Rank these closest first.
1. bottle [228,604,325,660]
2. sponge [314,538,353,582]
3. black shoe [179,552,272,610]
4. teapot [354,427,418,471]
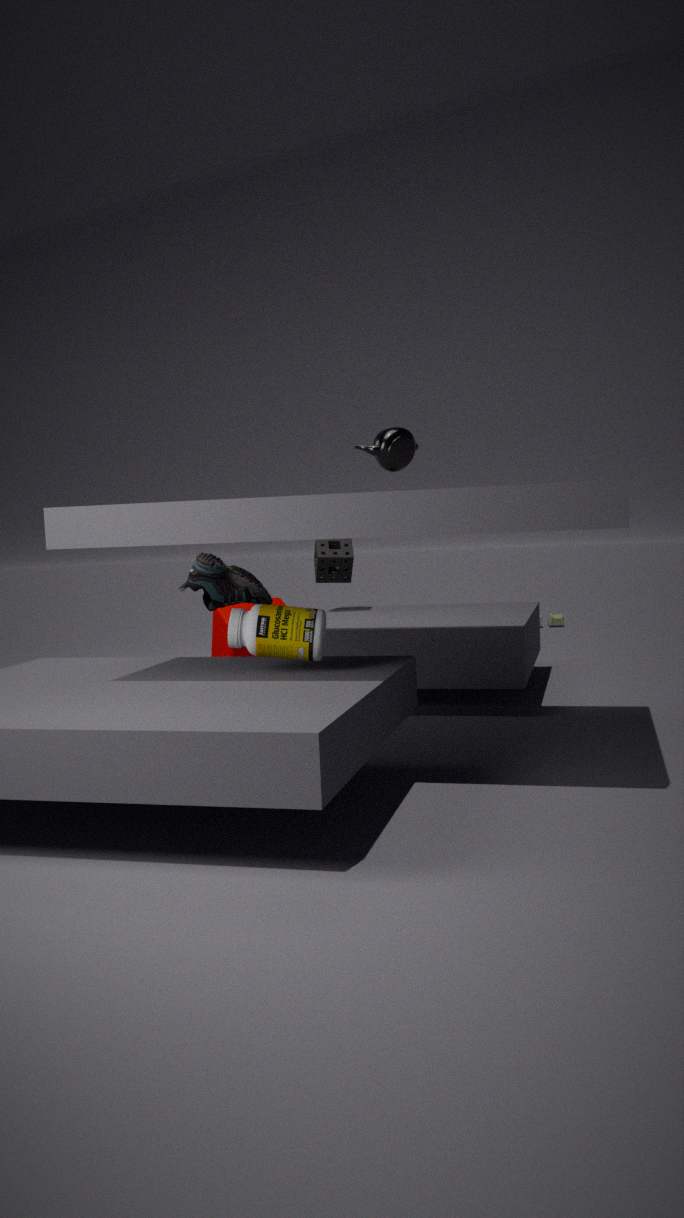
bottle [228,604,325,660]
teapot [354,427,418,471]
black shoe [179,552,272,610]
sponge [314,538,353,582]
